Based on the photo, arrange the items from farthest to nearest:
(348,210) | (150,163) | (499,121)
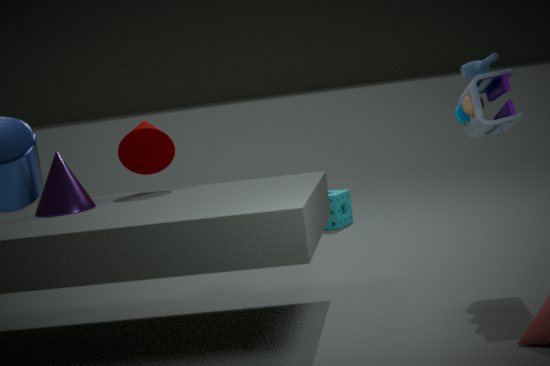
1. (348,210)
2. (150,163)
3. (499,121)
